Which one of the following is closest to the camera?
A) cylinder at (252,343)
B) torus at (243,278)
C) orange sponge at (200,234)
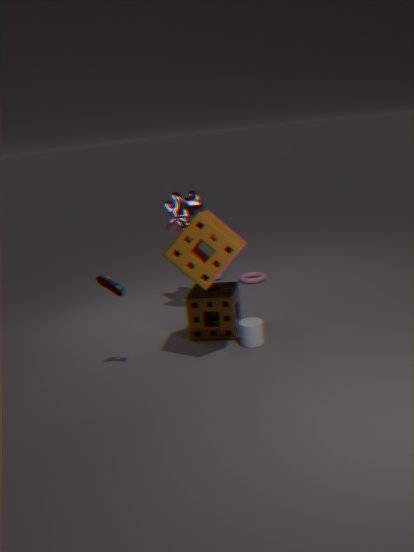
orange sponge at (200,234)
